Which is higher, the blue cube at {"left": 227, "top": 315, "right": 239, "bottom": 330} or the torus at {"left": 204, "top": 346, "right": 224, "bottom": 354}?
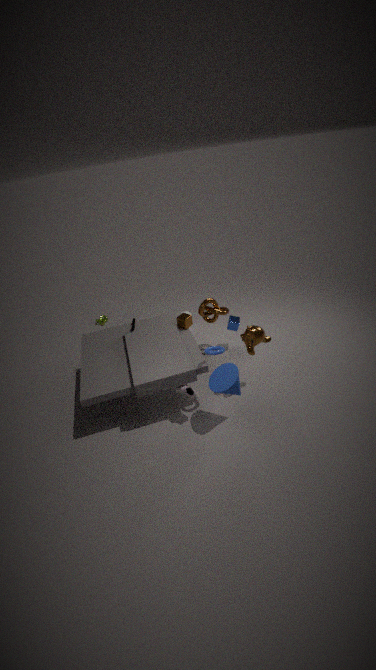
the torus at {"left": 204, "top": 346, "right": 224, "bottom": 354}
